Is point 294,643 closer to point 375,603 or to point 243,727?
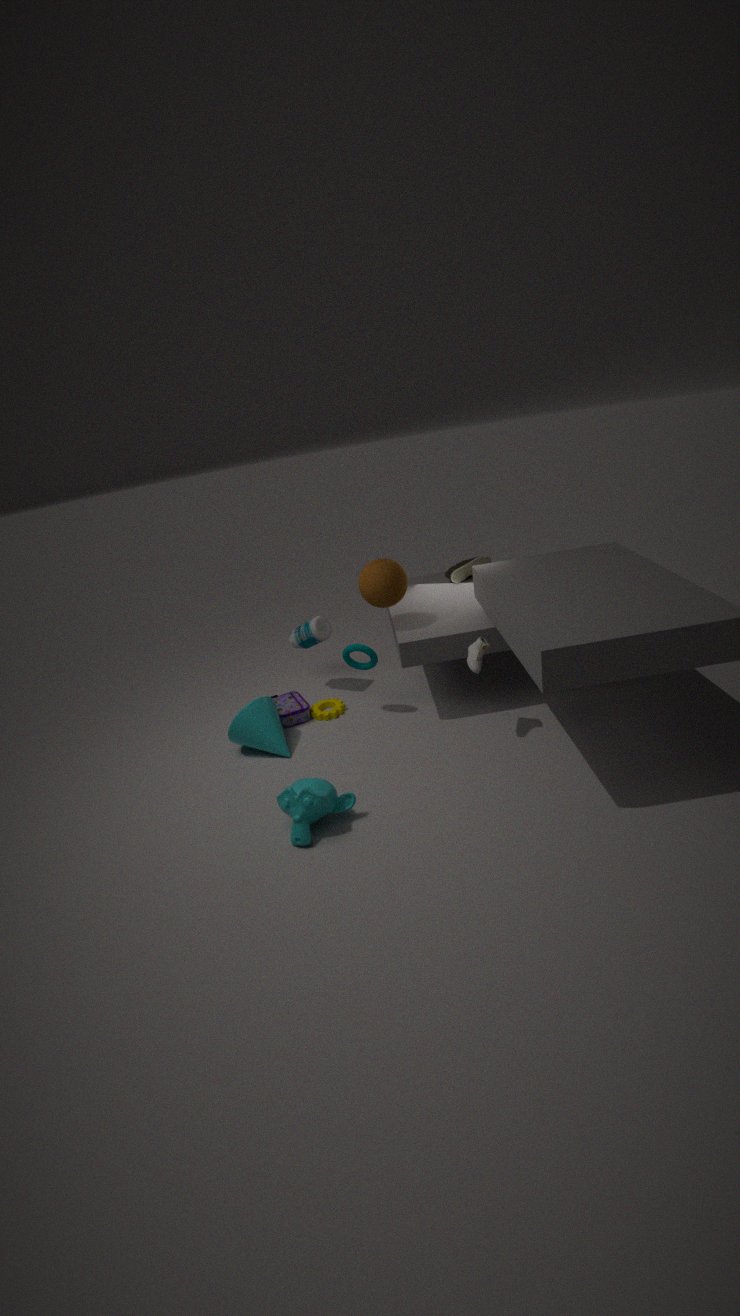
point 375,603
